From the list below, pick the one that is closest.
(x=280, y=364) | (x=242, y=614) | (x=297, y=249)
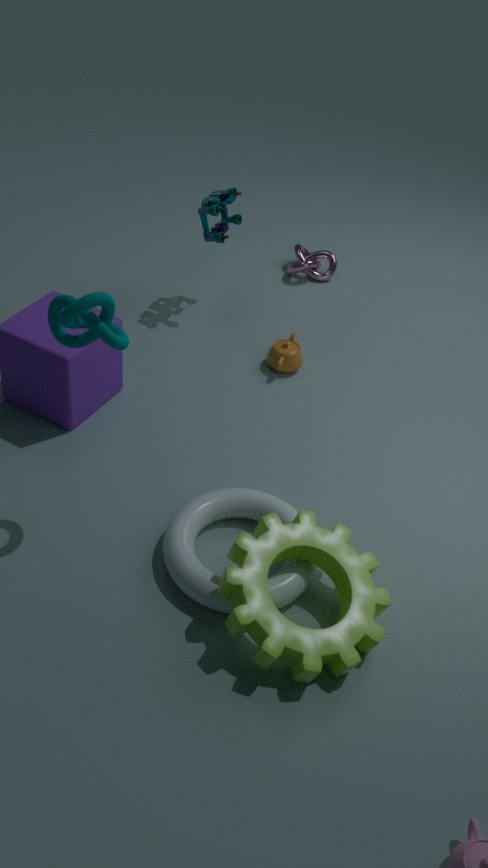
(x=242, y=614)
